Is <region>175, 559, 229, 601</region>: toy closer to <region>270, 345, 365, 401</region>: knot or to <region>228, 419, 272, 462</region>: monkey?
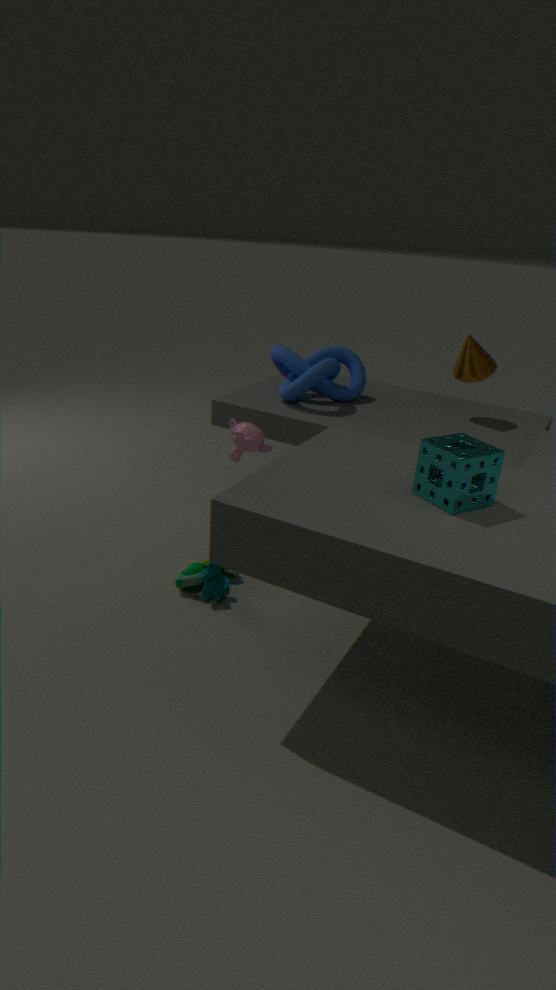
<region>228, 419, 272, 462</region>: monkey
